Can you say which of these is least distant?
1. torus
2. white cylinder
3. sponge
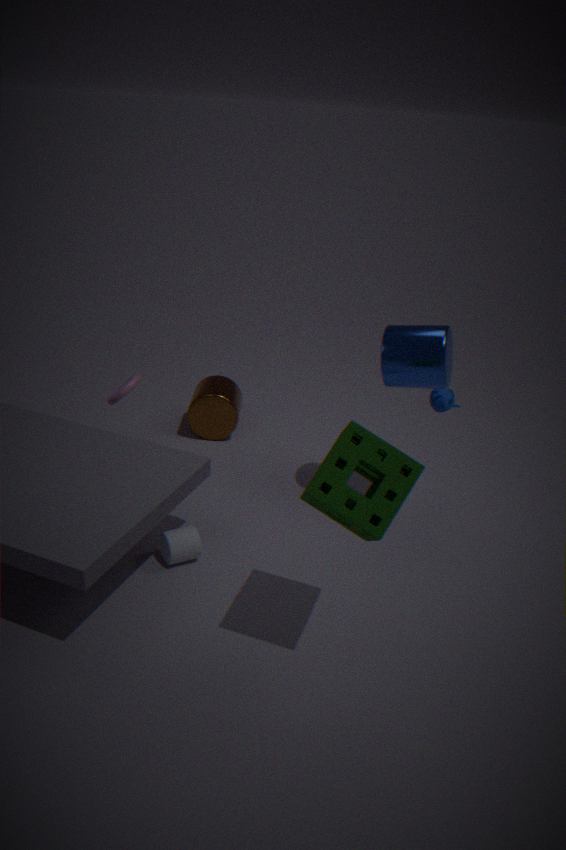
sponge
